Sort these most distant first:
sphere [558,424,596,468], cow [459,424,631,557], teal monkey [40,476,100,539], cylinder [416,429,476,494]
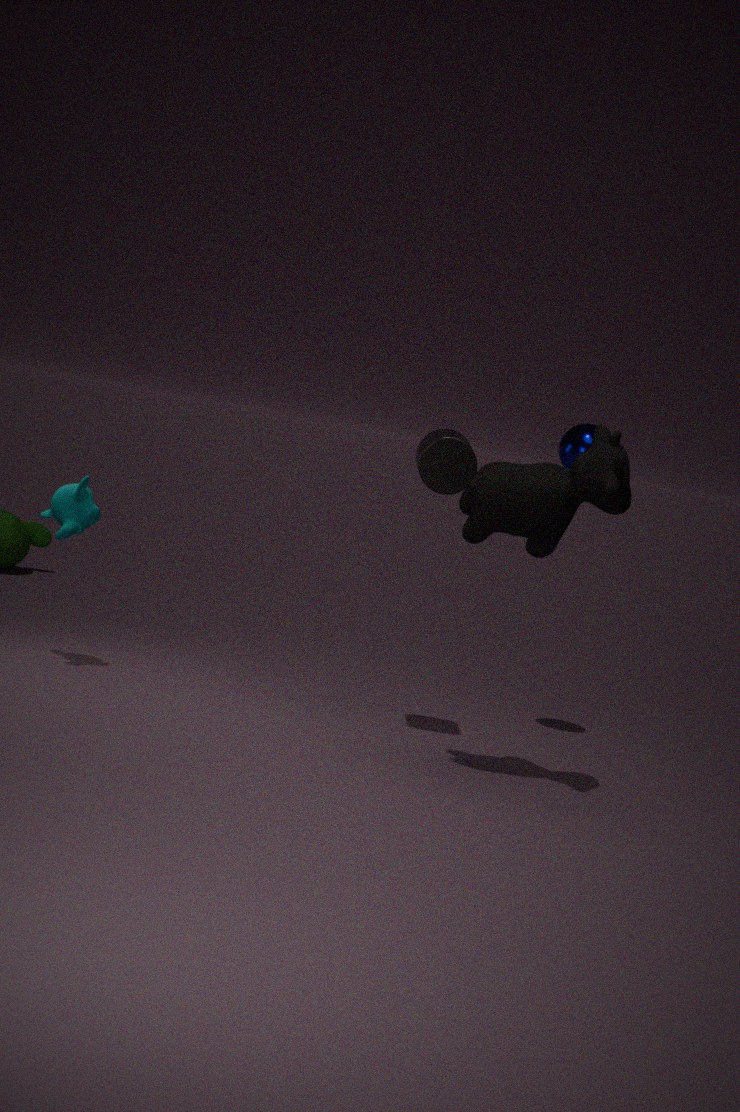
1. sphere [558,424,596,468]
2. teal monkey [40,476,100,539]
3. cylinder [416,429,476,494]
4. cow [459,424,631,557]
